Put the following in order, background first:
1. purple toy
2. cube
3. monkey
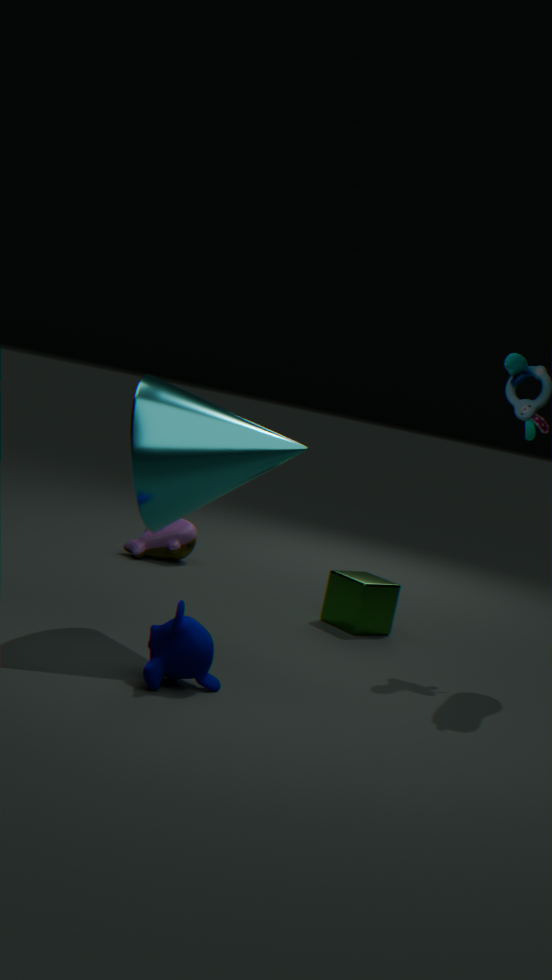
purple toy
cube
monkey
